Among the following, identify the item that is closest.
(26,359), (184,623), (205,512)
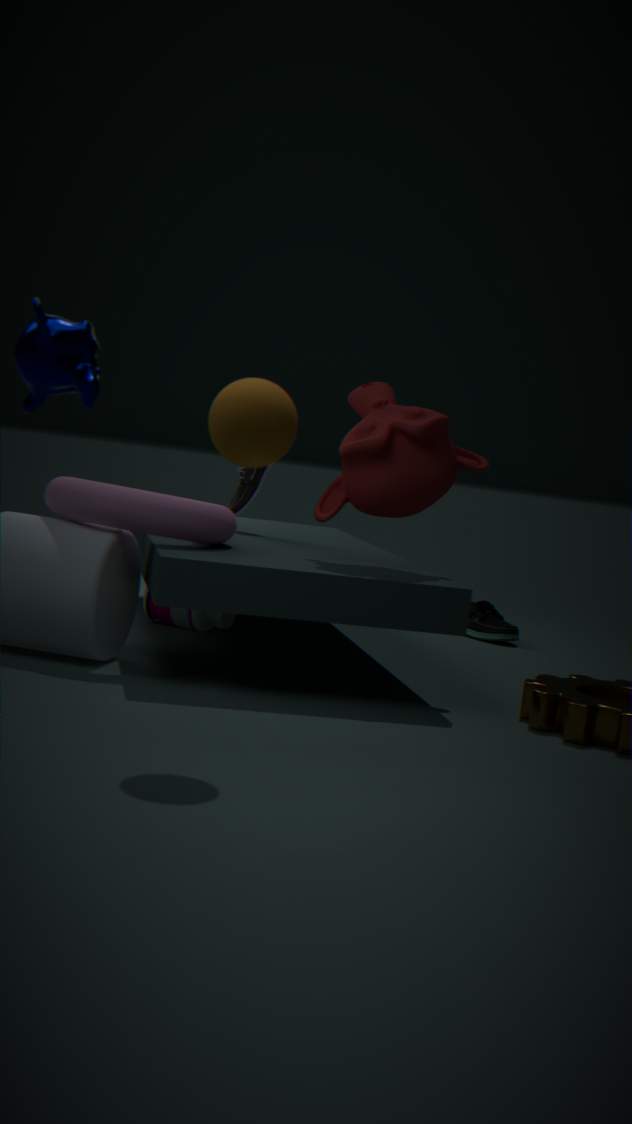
(26,359)
